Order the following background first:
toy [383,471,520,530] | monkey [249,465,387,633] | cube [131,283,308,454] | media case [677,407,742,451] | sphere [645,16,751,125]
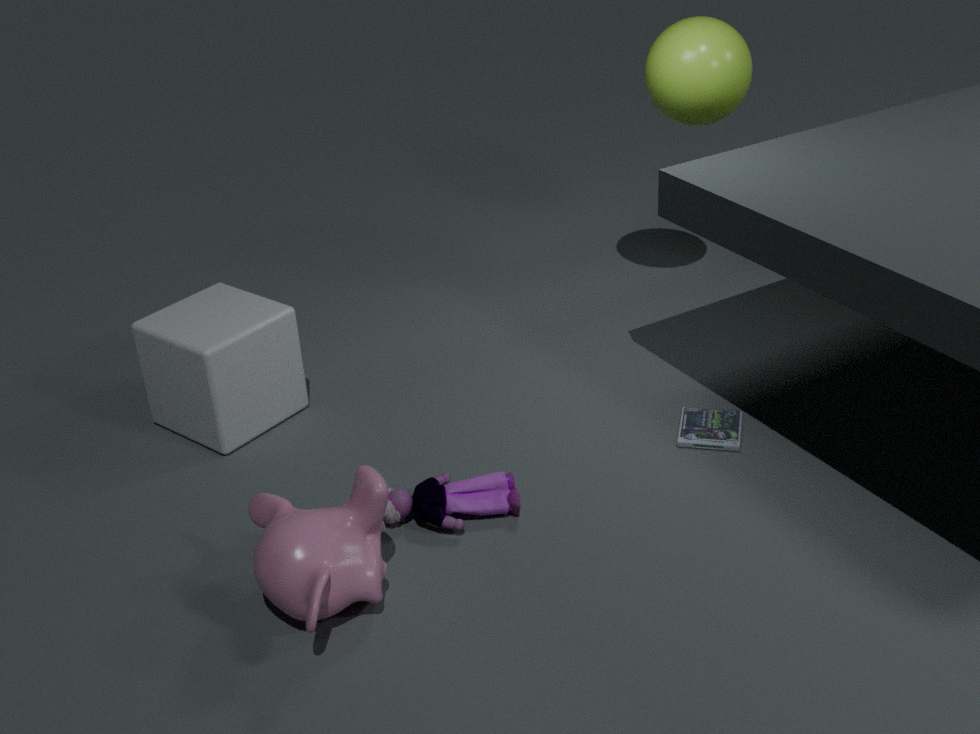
sphere [645,16,751,125] < cube [131,283,308,454] < media case [677,407,742,451] < toy [383,471,520,530] < monkey [249,465,387,633]
